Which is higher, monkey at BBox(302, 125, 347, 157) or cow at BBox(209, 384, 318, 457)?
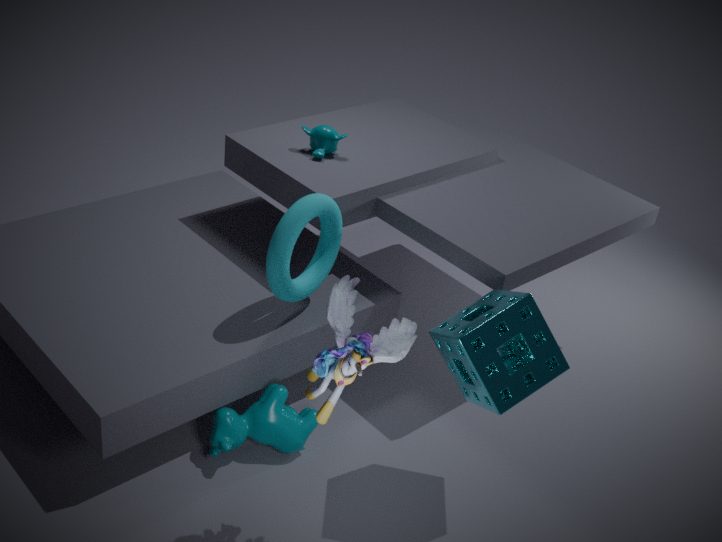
monkey at BBox(302, 125, 347, 157)
